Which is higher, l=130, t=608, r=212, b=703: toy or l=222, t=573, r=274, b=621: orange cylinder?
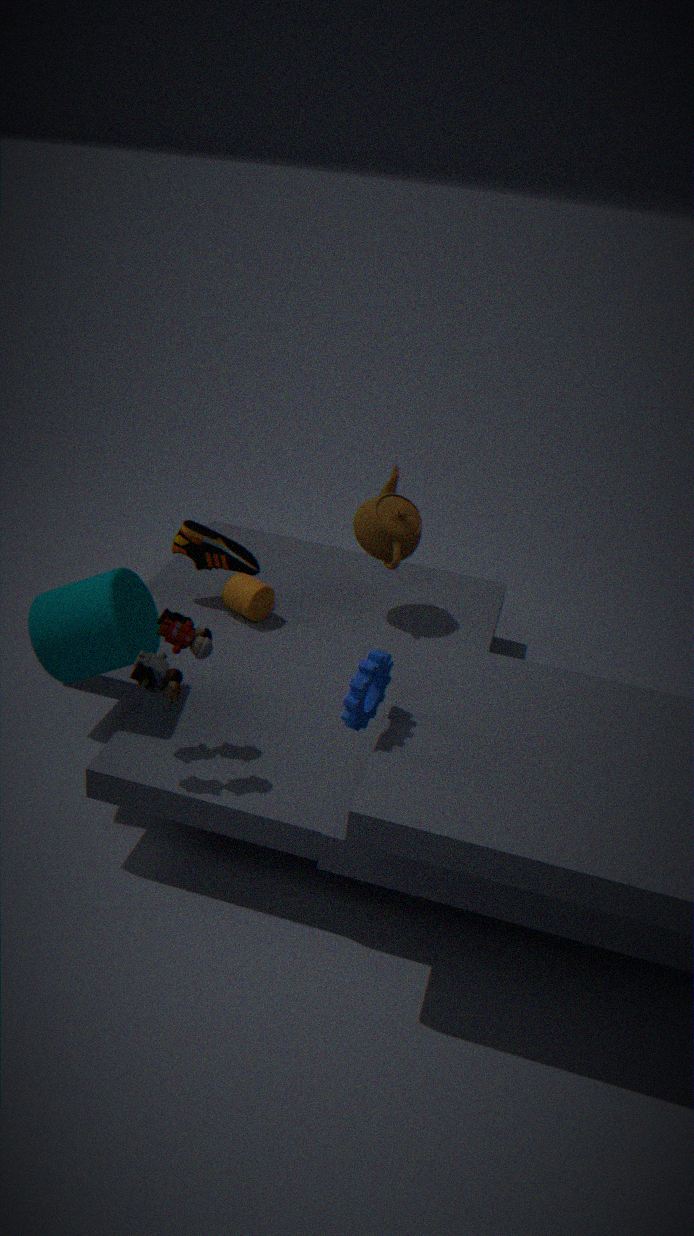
l=130, t=608, r=212, b=703: toy
